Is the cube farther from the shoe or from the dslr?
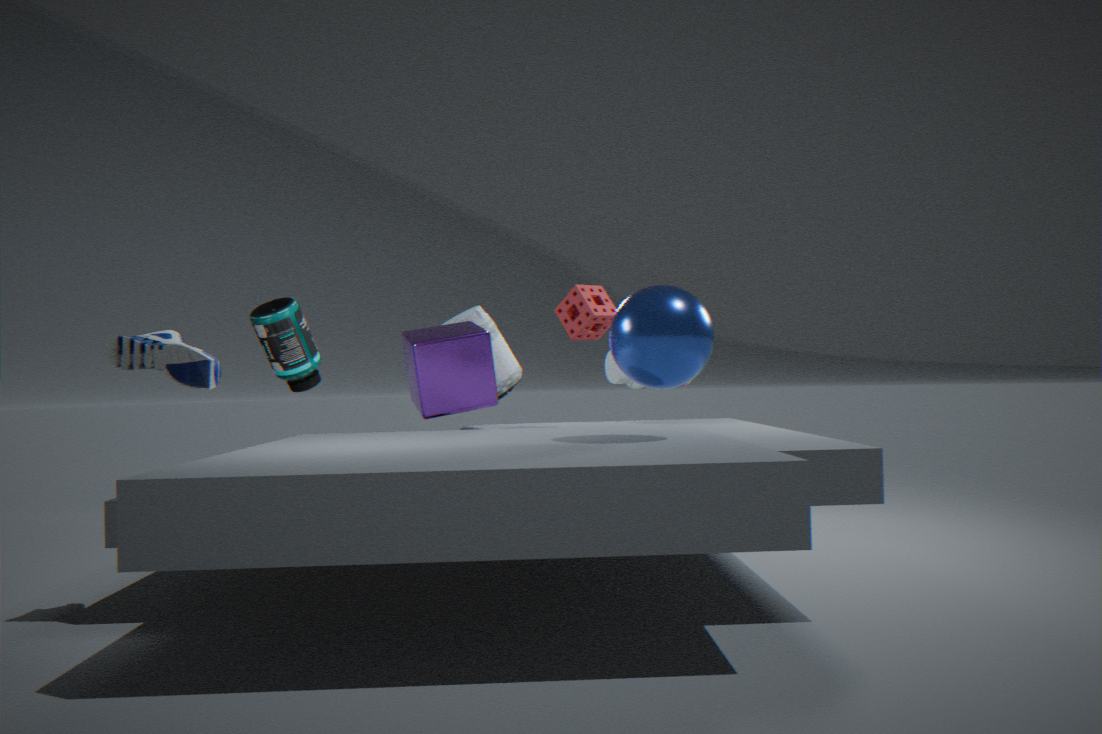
the shoe
